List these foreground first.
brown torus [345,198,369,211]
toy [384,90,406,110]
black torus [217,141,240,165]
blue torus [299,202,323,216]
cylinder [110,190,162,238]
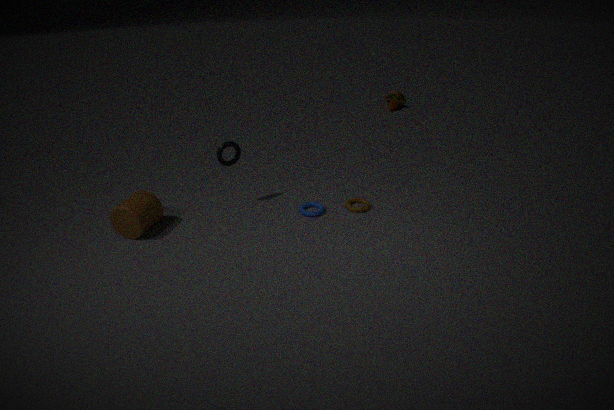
1. cylinder [110,190,162,238]
2. black torus [217,141,240,165]
3. blue torus [299,202,323,216]
4. brown torus [345,198,369,211]
5. toy [384,90,406,110]
